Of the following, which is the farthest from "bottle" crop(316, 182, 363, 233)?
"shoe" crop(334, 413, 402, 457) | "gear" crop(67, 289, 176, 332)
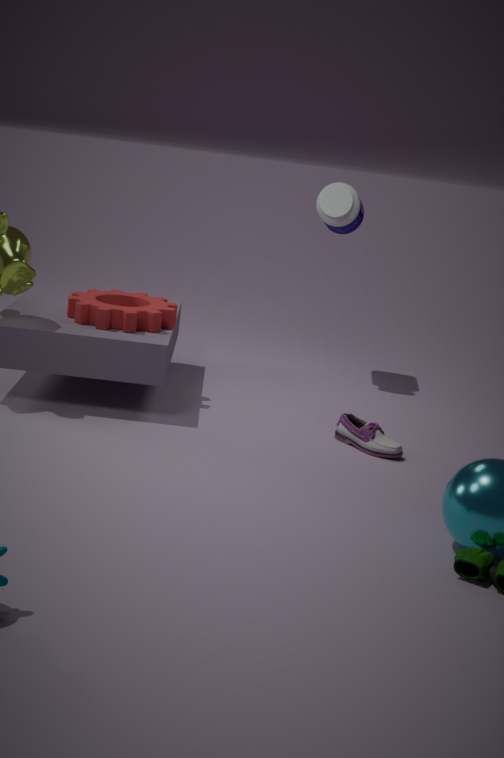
"shoe" crop(334, 413, 402, 457)
